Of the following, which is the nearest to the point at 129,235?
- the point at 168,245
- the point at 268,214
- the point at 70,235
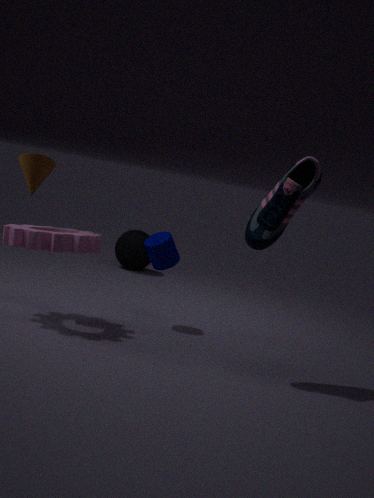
the point at 168,245
